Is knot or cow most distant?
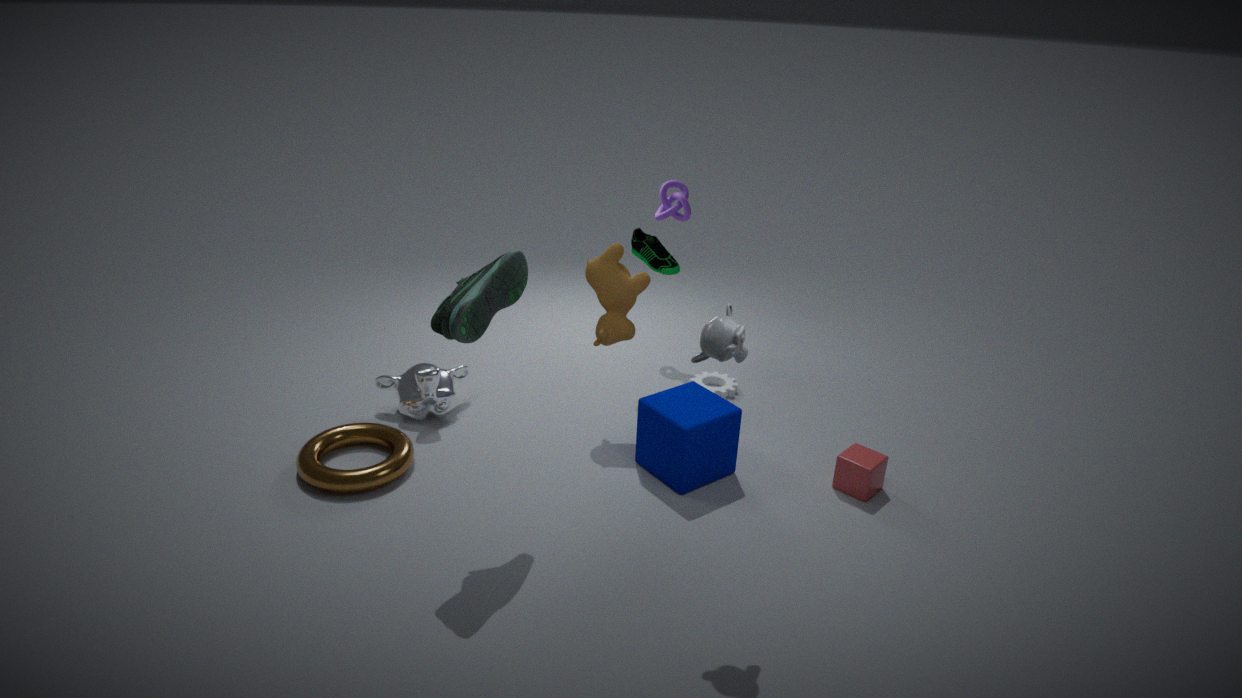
knot
